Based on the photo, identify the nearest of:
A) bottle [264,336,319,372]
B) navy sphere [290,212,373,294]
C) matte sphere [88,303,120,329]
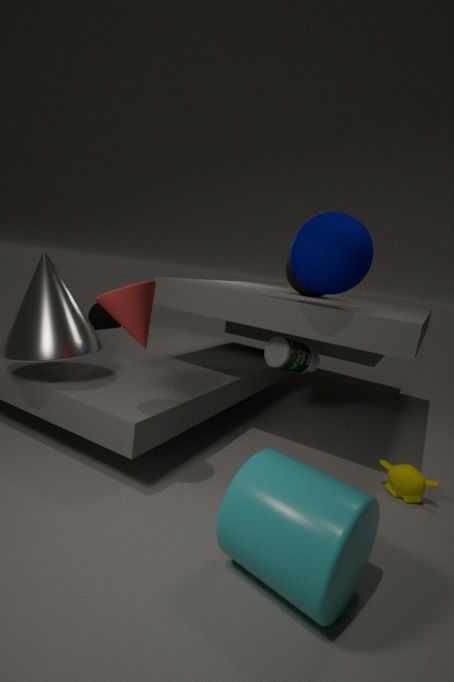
navy sphere [290,212,373,294]
